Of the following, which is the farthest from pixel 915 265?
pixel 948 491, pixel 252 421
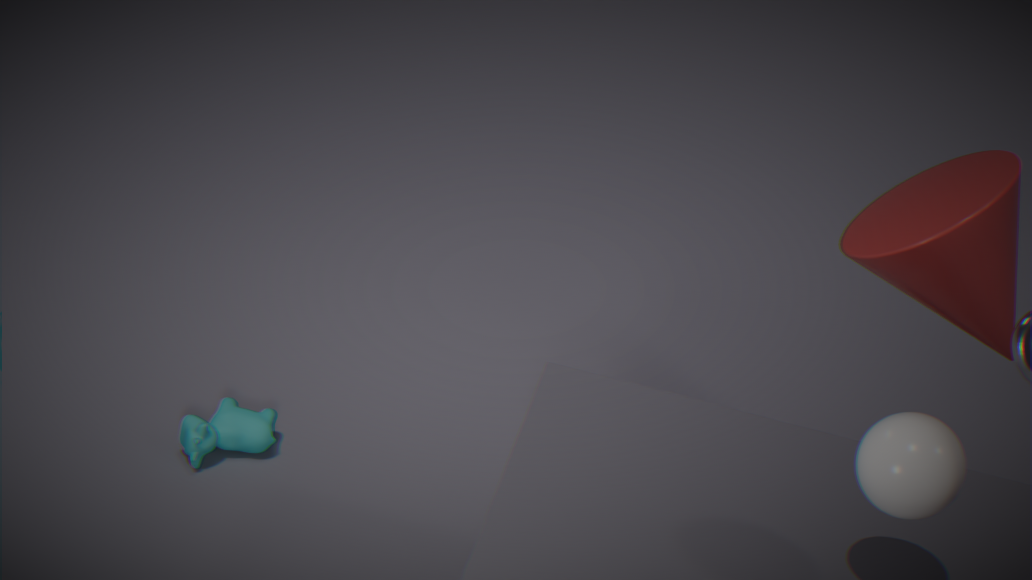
pixel 252 421
